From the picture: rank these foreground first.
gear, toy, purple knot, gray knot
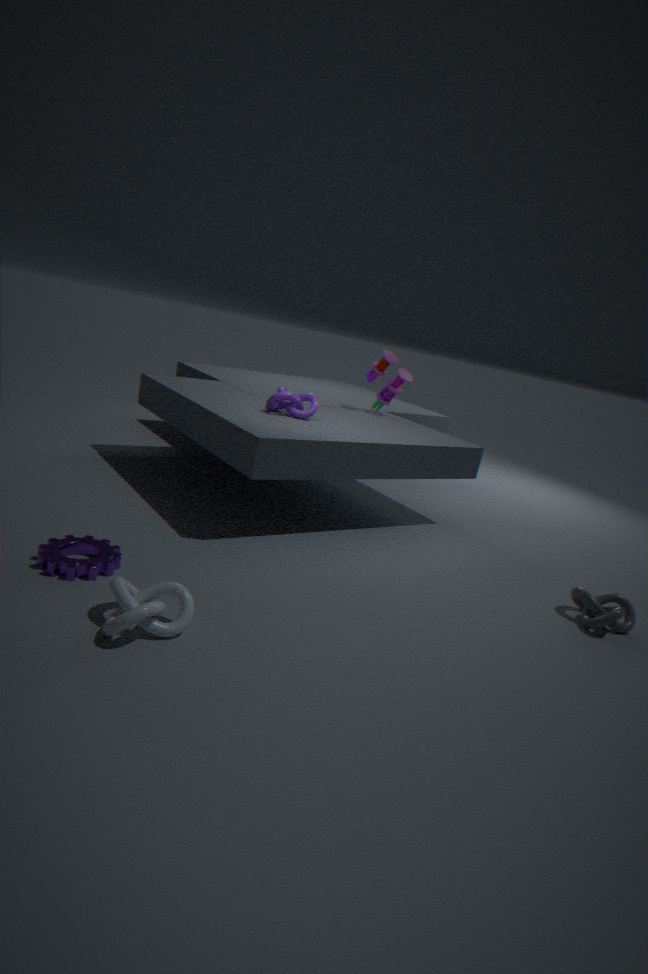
1. gear
2. gray knot
3. purple knot
4. toy
